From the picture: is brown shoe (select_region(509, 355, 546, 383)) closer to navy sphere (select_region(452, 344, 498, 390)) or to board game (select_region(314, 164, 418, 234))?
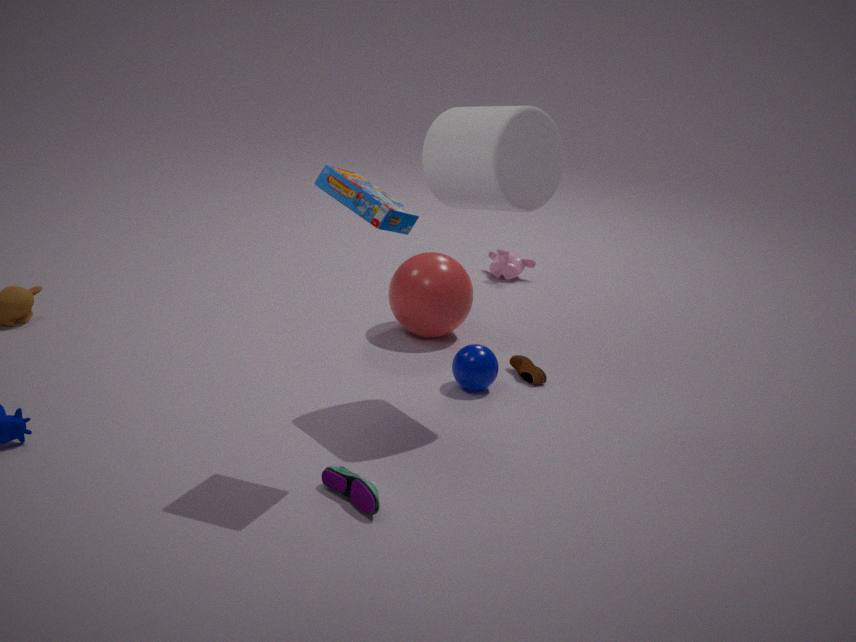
navy sphere (select_region(452, 344, 498, 390))
